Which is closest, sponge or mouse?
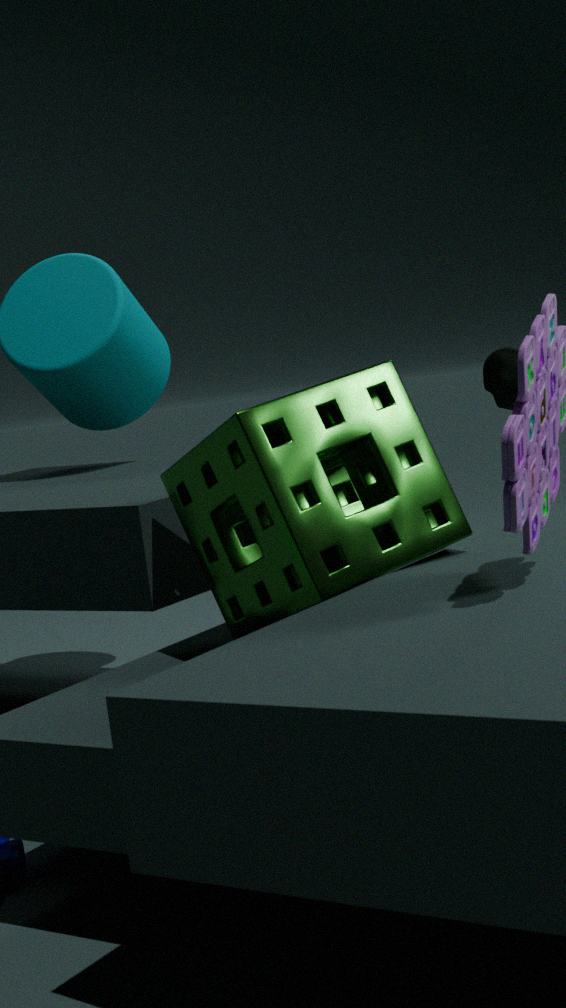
sponge
